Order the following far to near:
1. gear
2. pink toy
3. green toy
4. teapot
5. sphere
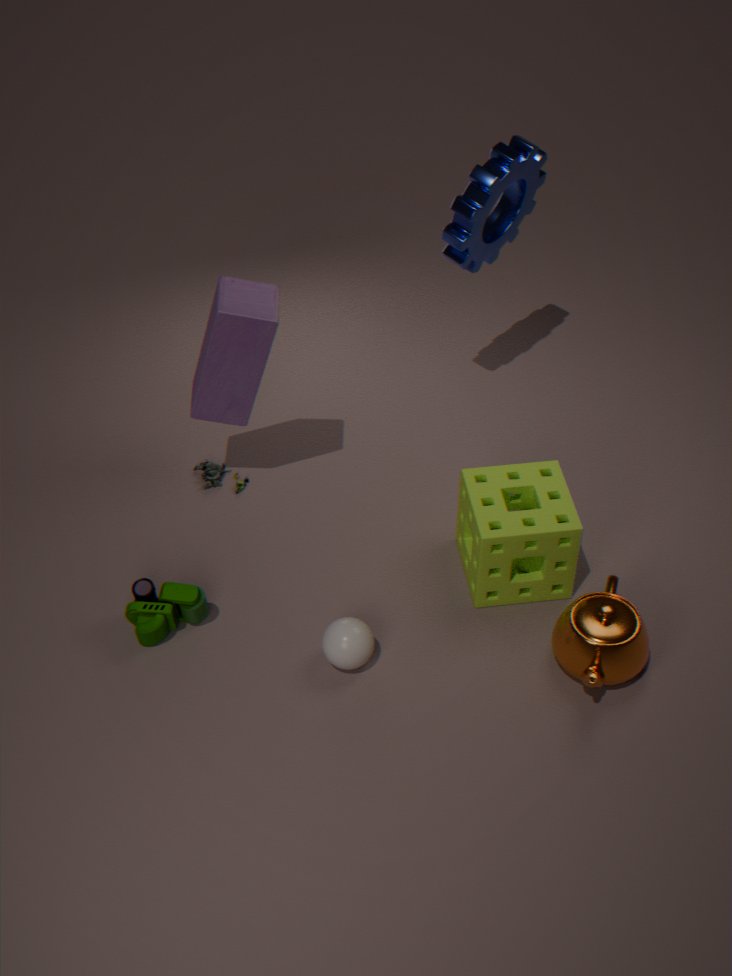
gear < green toy < pink toy < sphere < teapot
